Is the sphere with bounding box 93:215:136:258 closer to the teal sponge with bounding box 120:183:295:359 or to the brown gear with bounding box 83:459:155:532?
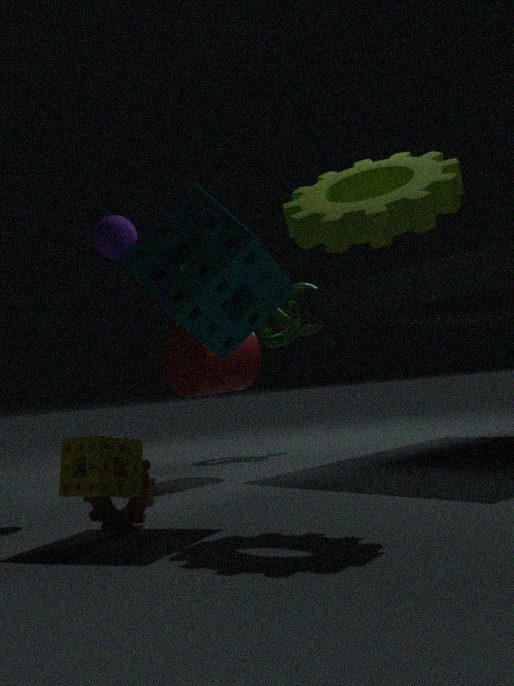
the teal sponge with bounding box 120:183:295:359
